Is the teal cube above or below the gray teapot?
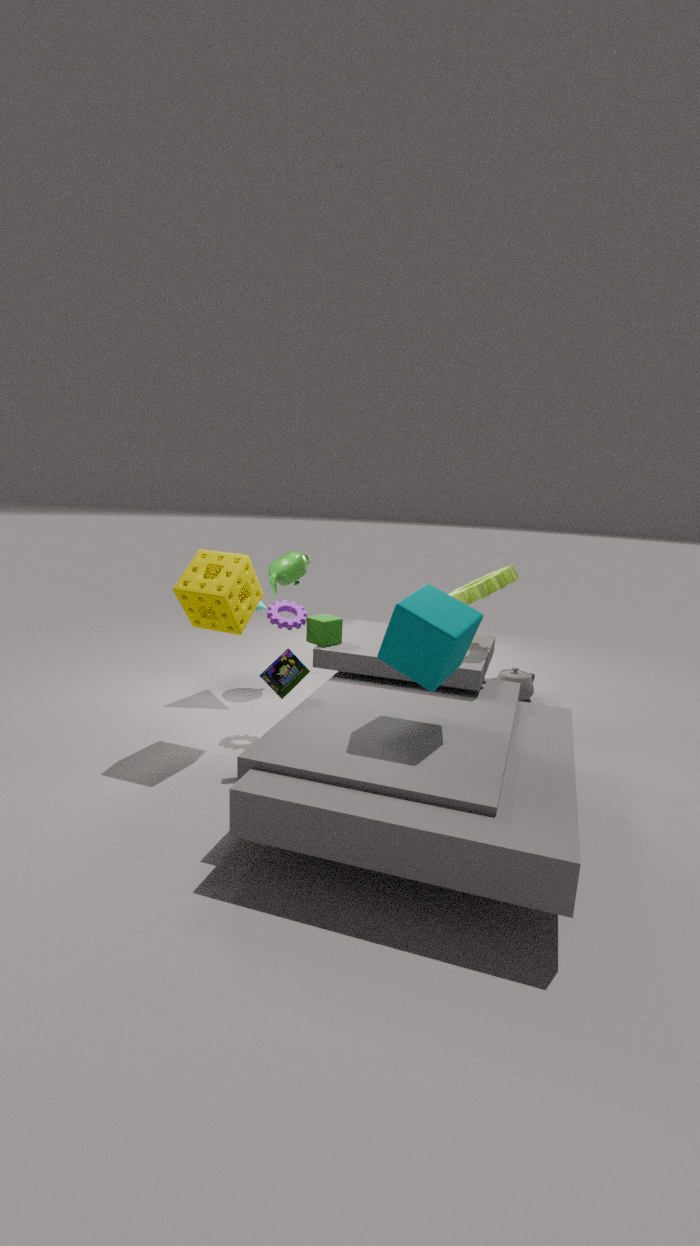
above
